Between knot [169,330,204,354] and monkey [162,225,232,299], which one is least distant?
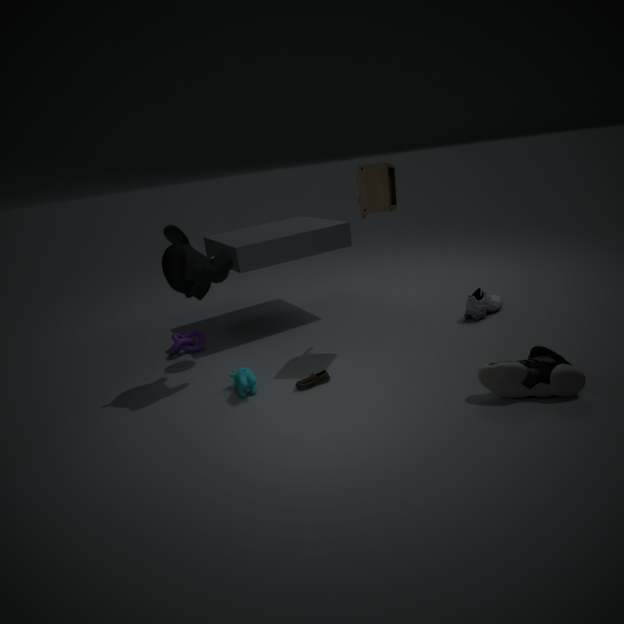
monkey [162,225,232,299]
